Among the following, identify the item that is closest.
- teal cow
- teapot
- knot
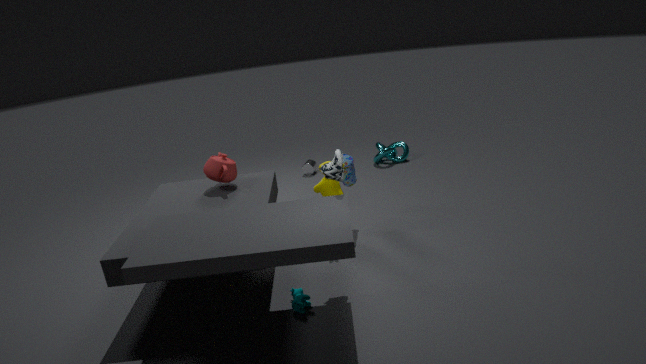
teal cow
